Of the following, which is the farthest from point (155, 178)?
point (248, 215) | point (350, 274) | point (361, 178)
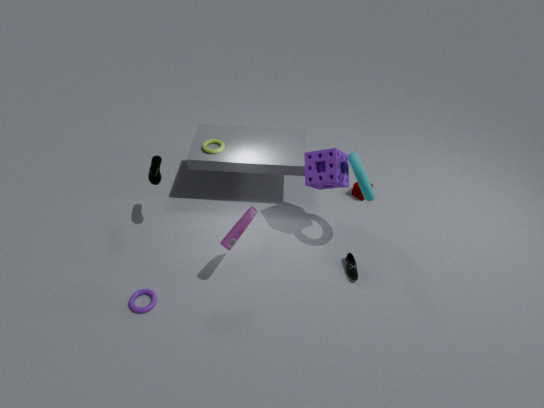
point (350, 274)
